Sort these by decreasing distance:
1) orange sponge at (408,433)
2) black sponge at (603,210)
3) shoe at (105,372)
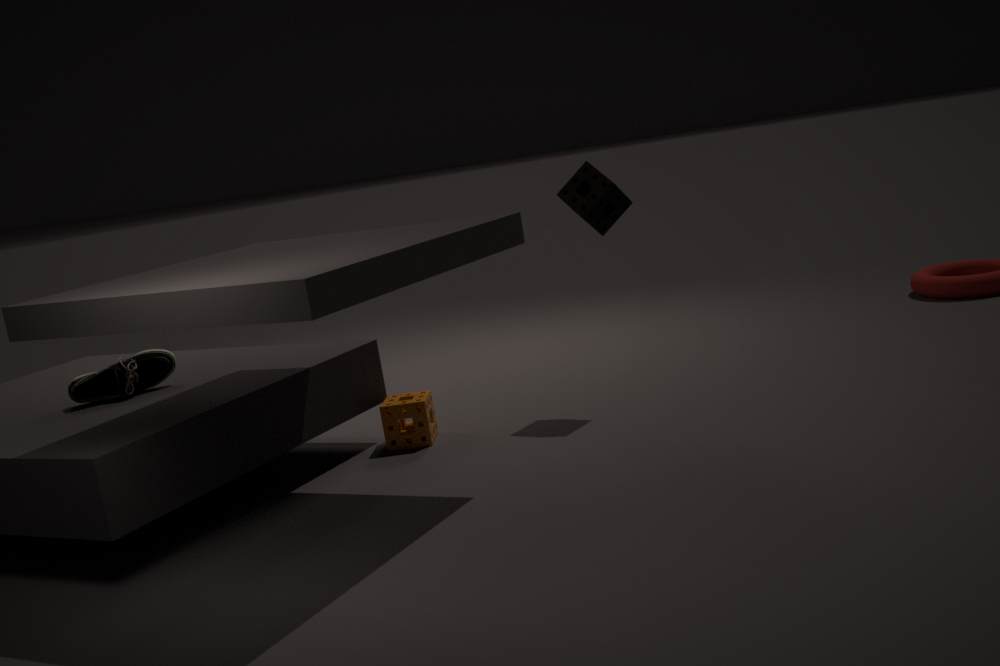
2. black sponge at (603,210) < 1. orange sponge at (408,433) < 3. shoe at (105,372)
